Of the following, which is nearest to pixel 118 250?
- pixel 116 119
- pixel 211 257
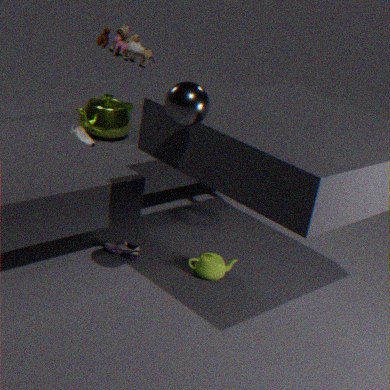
pixel 211 257
